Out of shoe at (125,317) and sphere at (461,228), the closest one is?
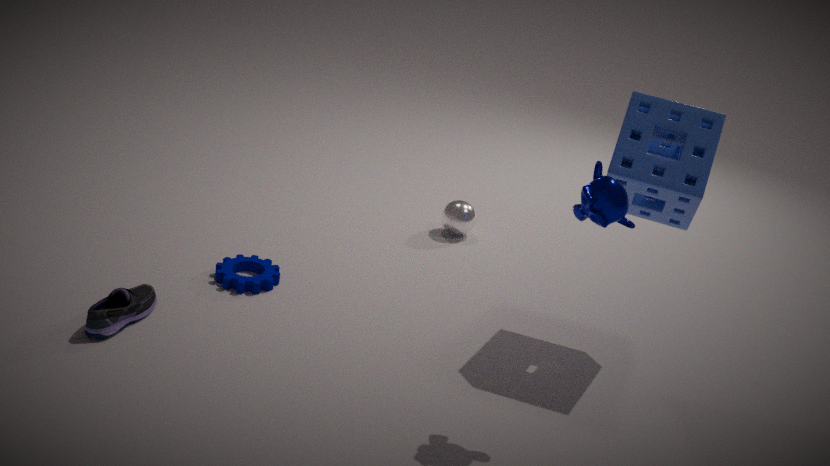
shoe at (125,317)
